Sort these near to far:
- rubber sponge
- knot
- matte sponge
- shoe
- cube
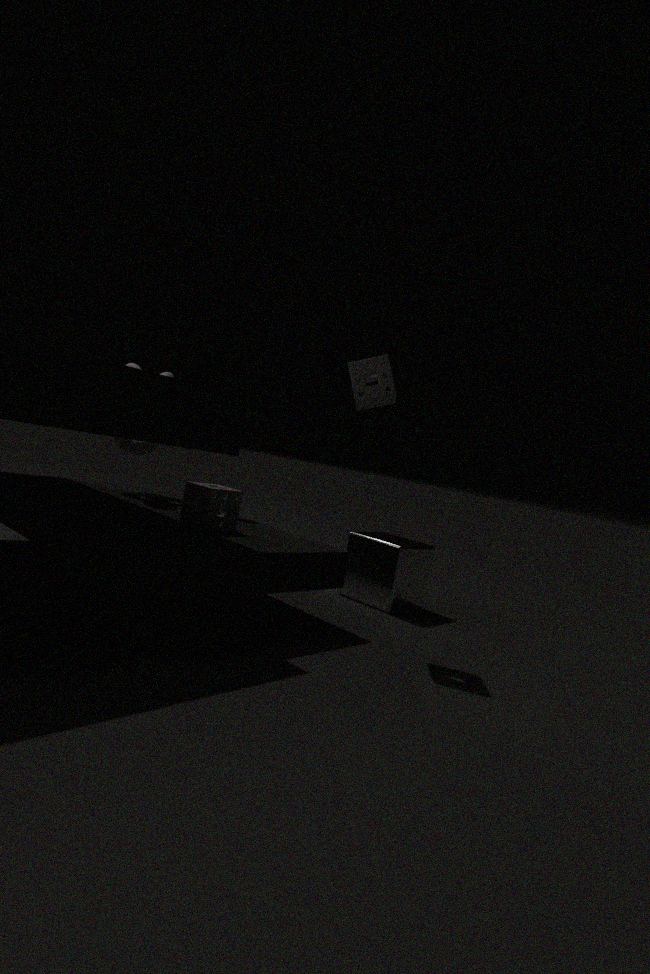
rubber sponge → matte sponge → cube → shoe → knot
